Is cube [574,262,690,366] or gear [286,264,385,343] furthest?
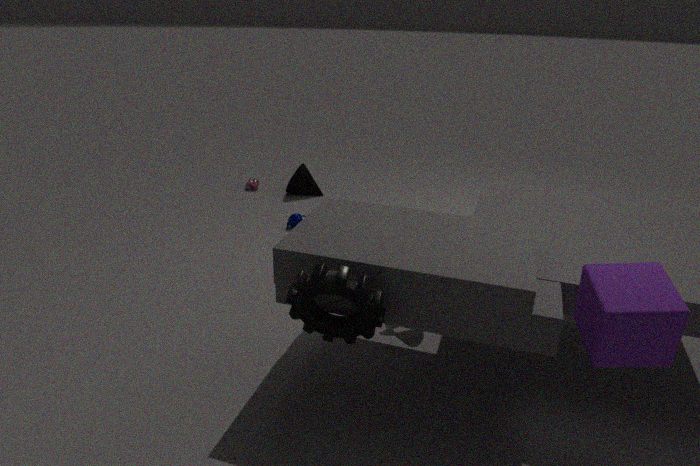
gear [286,264,385,343]
